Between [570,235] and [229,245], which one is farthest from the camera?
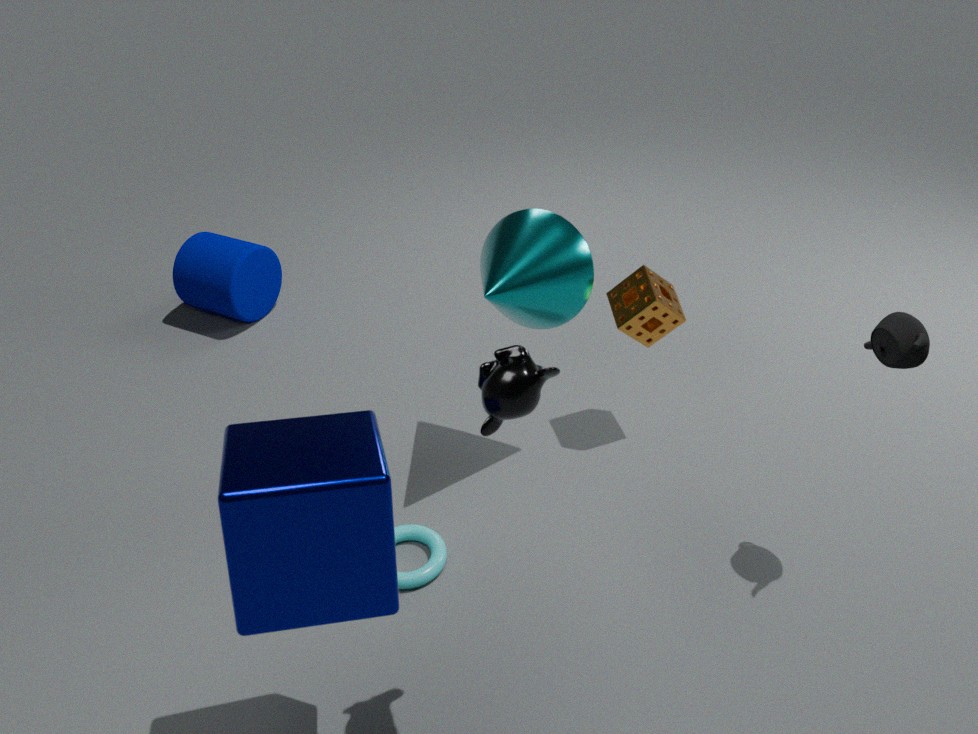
[229,245]
